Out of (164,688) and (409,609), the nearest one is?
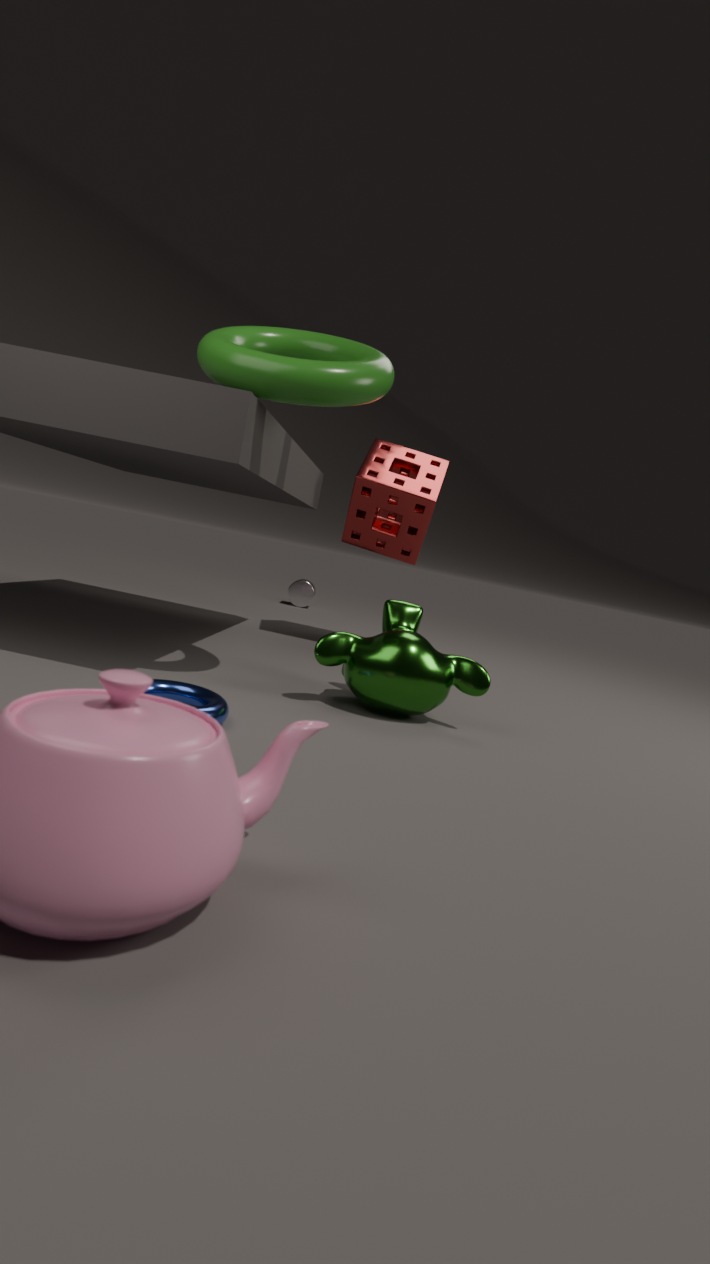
(164,688)
